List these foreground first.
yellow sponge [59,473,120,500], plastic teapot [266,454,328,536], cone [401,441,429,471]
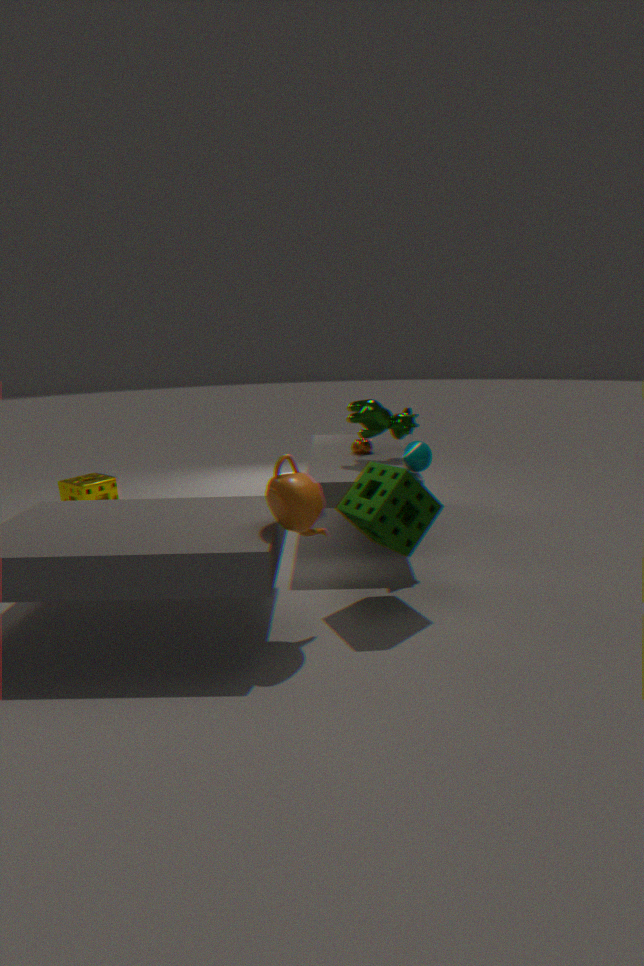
plastic teapot [266,454,328,536]
cone [401,441,429,471]
yellow sponge [59,473,120,500]
